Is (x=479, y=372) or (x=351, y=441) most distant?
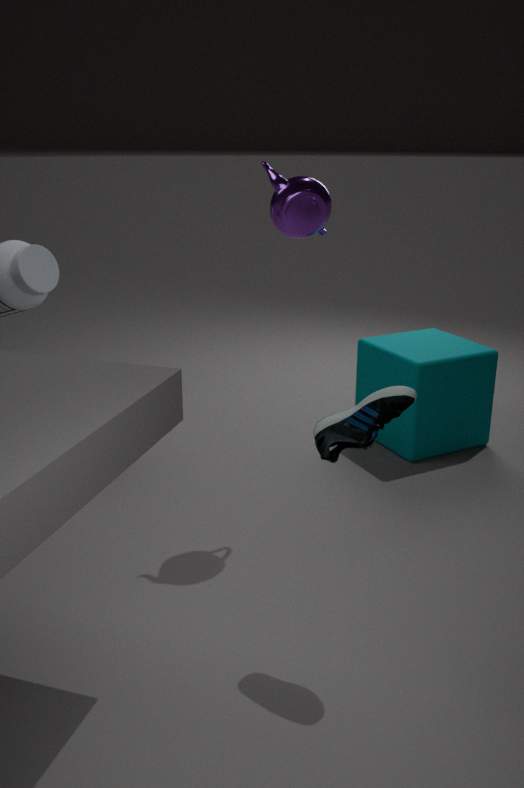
(x=479, y=372)
